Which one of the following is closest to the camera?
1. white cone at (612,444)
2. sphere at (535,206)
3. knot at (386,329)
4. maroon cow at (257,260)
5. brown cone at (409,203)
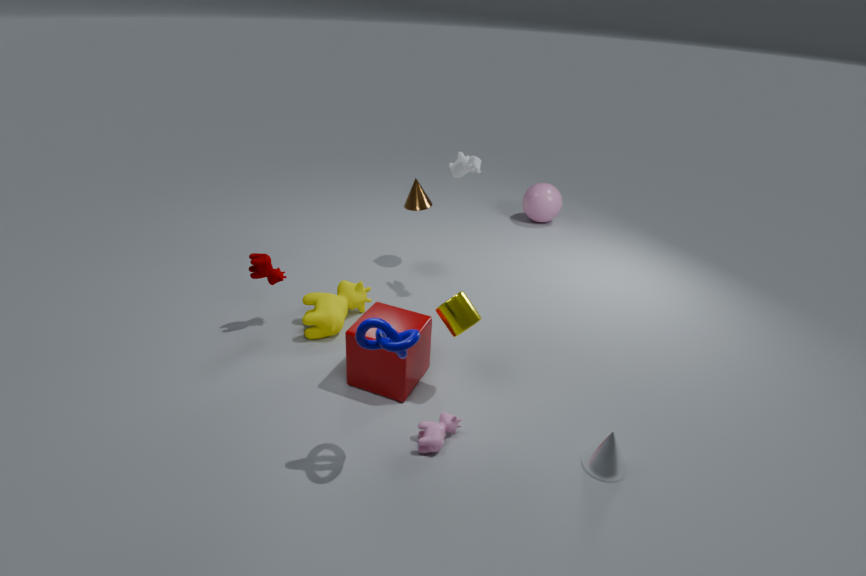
knot at (386,329)
